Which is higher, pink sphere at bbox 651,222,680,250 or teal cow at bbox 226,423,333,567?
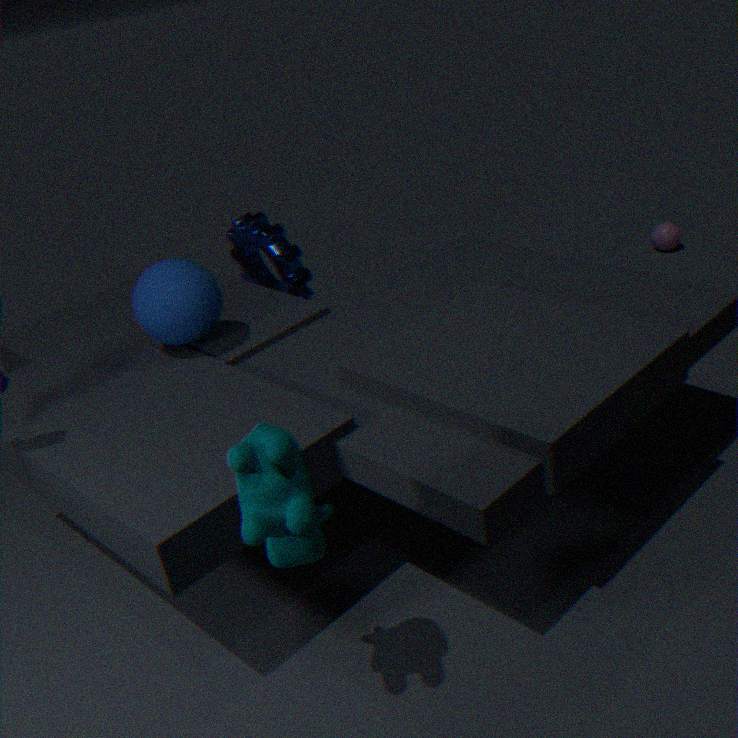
teal cow at bbox 226,423,333,567
